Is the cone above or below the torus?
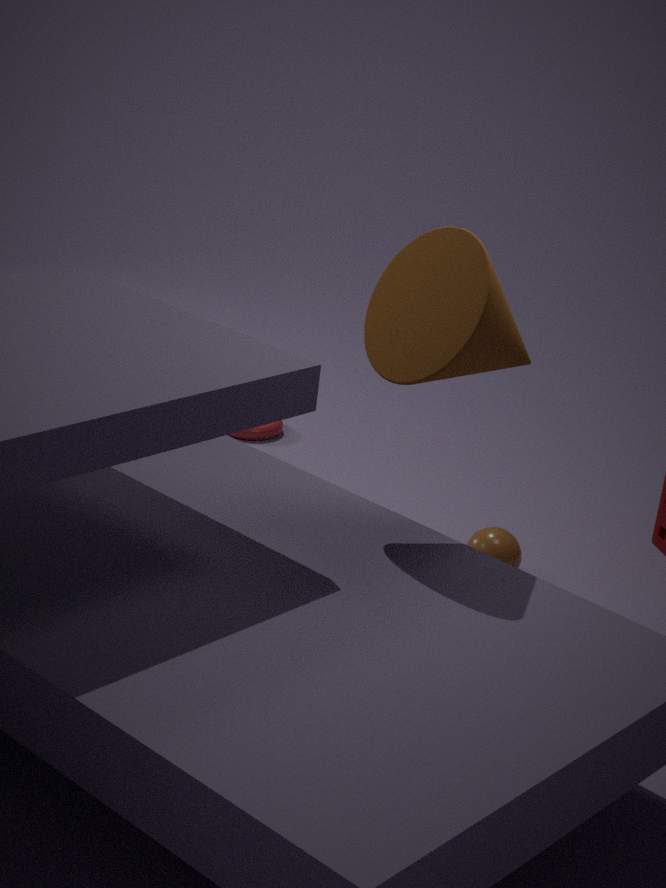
above
